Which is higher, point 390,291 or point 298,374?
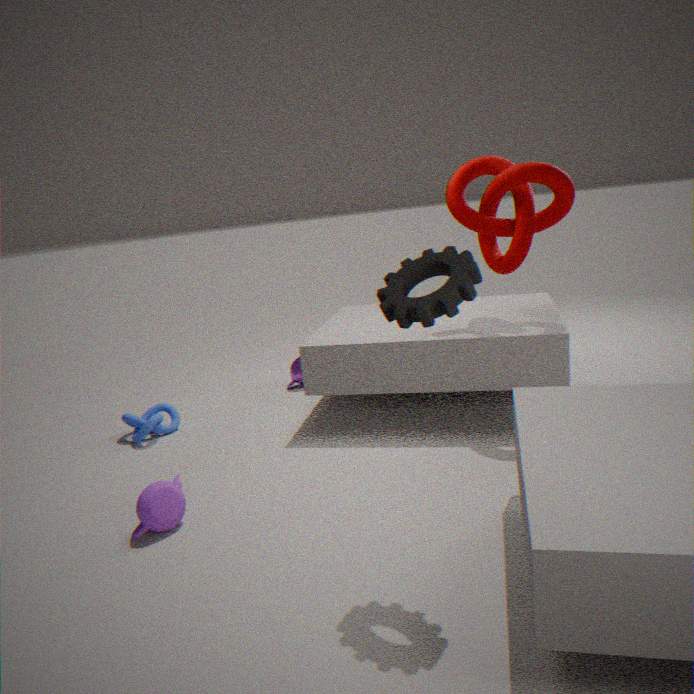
point 390,291
